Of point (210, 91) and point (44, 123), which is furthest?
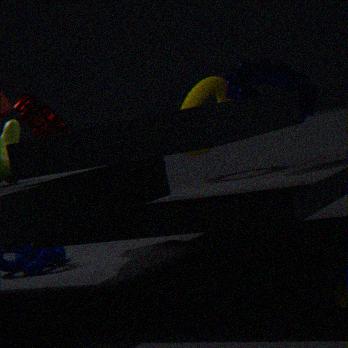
point (44, 123)
